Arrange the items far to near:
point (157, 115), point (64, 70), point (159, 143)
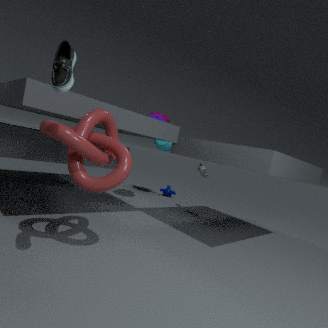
point (159, 143) → point (157, 115) → point (64, 70)
